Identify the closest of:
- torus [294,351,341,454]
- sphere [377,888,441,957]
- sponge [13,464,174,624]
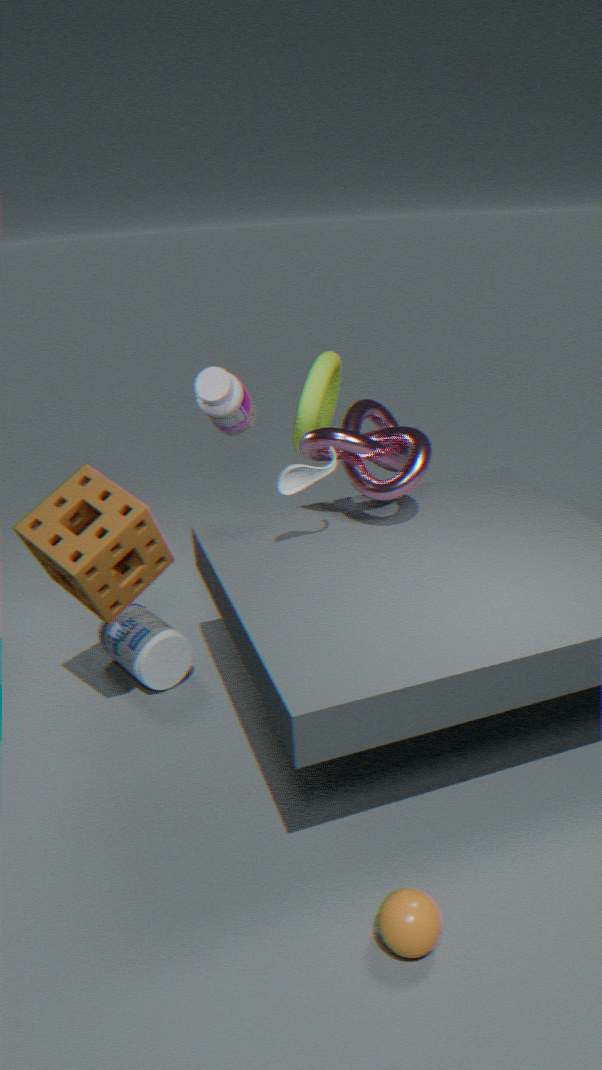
sphere [377,888,441,957]
